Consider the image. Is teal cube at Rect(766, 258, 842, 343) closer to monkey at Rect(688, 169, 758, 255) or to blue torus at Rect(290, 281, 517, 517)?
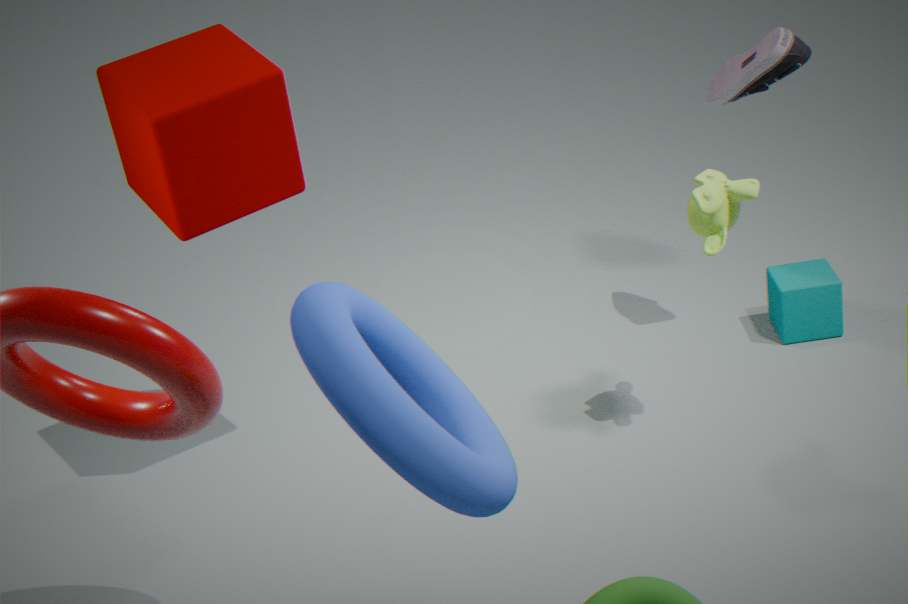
monkey at Rect(688, 169, 758, 255)
